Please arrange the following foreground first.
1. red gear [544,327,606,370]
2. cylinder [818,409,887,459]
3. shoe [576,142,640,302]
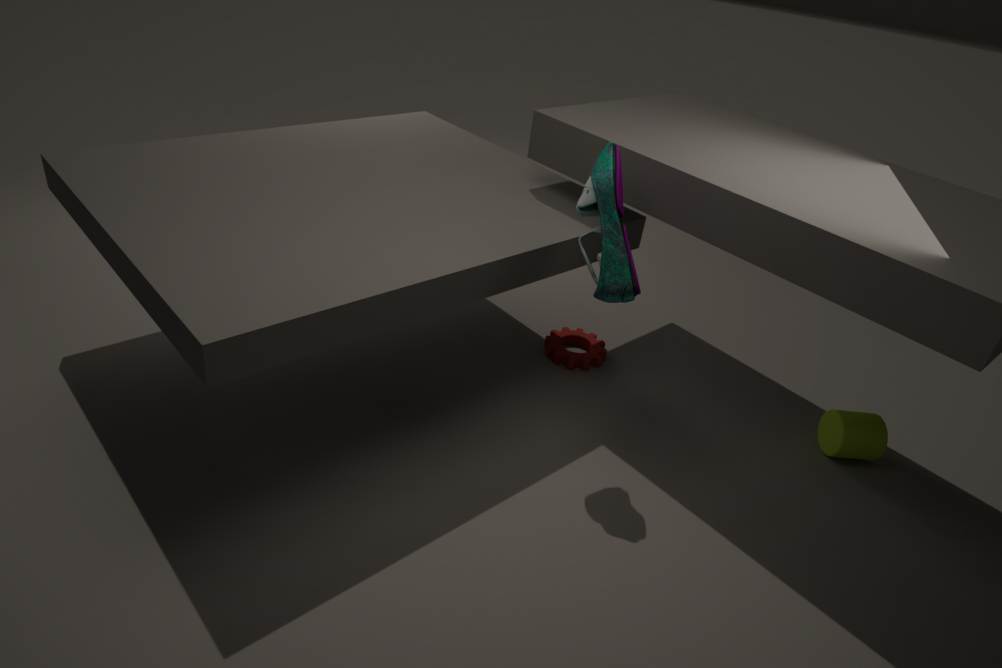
shoe [576,142,640,302] → cylinder [818,409,887,459] → red gear [544,327,606,370]
